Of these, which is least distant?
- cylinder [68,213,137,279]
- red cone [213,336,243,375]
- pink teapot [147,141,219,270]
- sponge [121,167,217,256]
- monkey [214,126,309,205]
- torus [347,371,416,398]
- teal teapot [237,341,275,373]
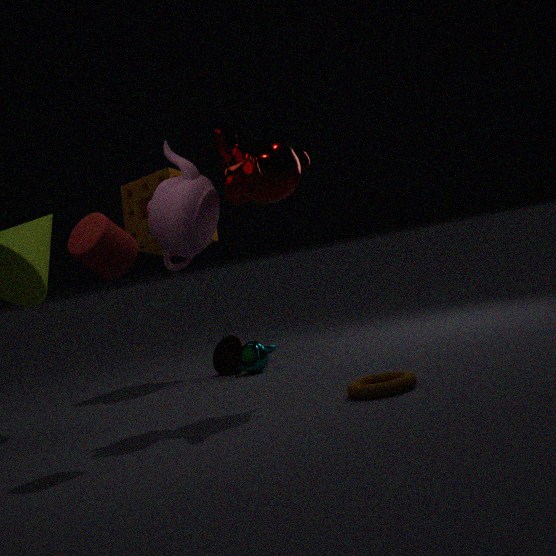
cylinder [68,213,137,279]
